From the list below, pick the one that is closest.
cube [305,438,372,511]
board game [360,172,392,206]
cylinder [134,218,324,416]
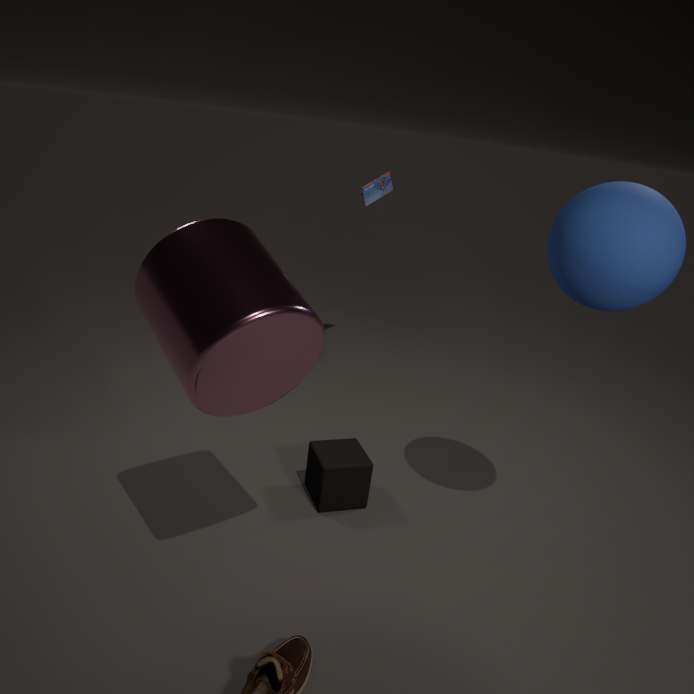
cylinder [134,218,324,416]
